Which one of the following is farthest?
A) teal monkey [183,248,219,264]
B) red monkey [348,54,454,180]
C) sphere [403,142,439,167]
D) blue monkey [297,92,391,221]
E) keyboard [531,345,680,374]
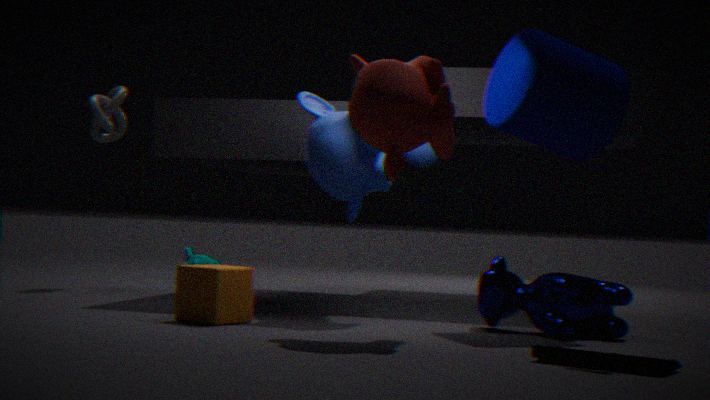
teal monkey [183,248,219,264]
